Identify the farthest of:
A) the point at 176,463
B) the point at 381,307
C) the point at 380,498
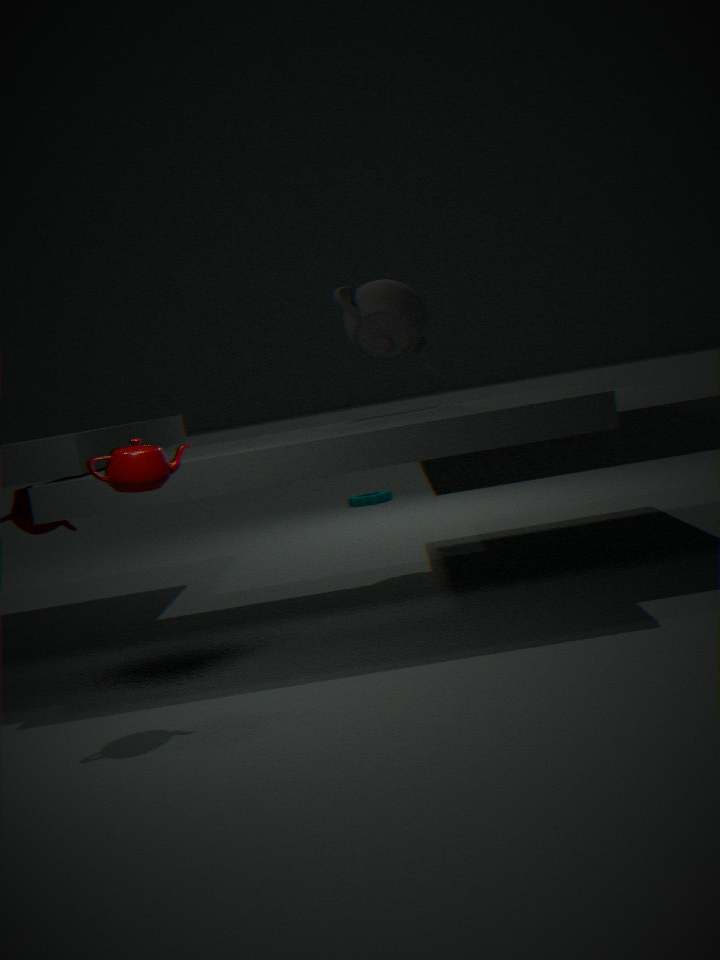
the point at 380,498
